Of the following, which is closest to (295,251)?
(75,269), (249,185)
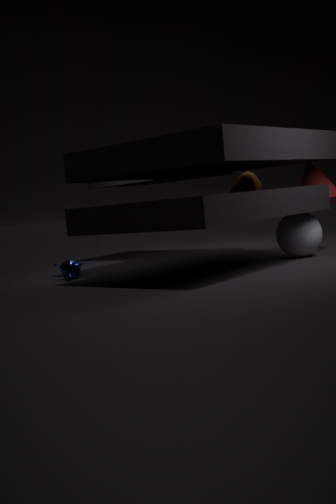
(249,185)
